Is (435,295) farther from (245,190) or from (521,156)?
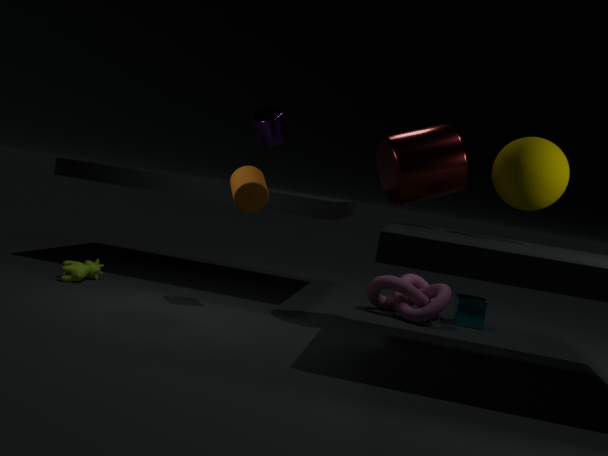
(245,190)
